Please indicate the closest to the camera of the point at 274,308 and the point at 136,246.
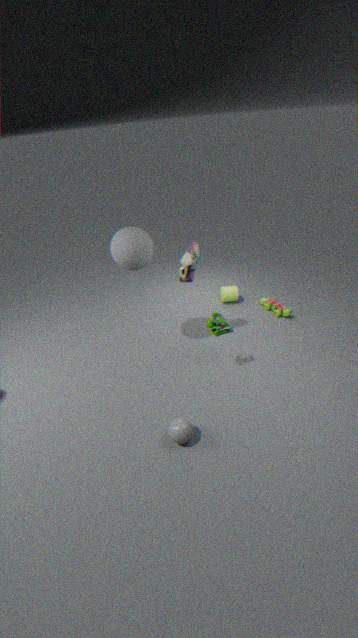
the point at 136,246
